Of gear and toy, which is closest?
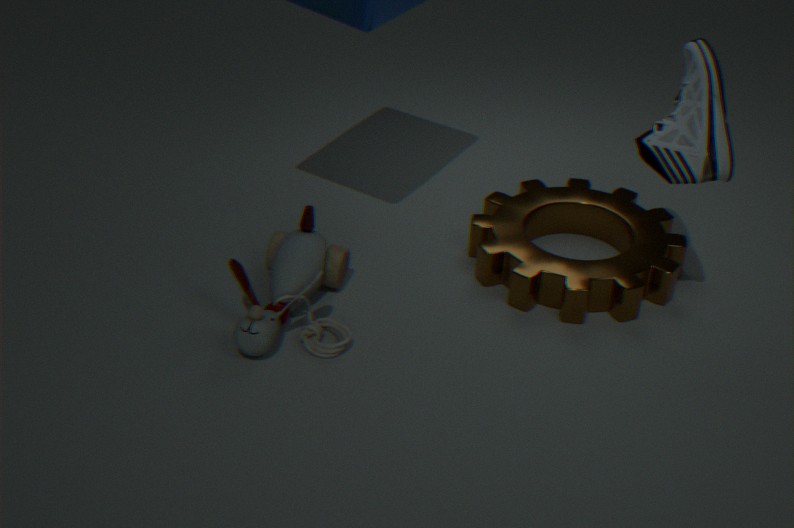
toy
